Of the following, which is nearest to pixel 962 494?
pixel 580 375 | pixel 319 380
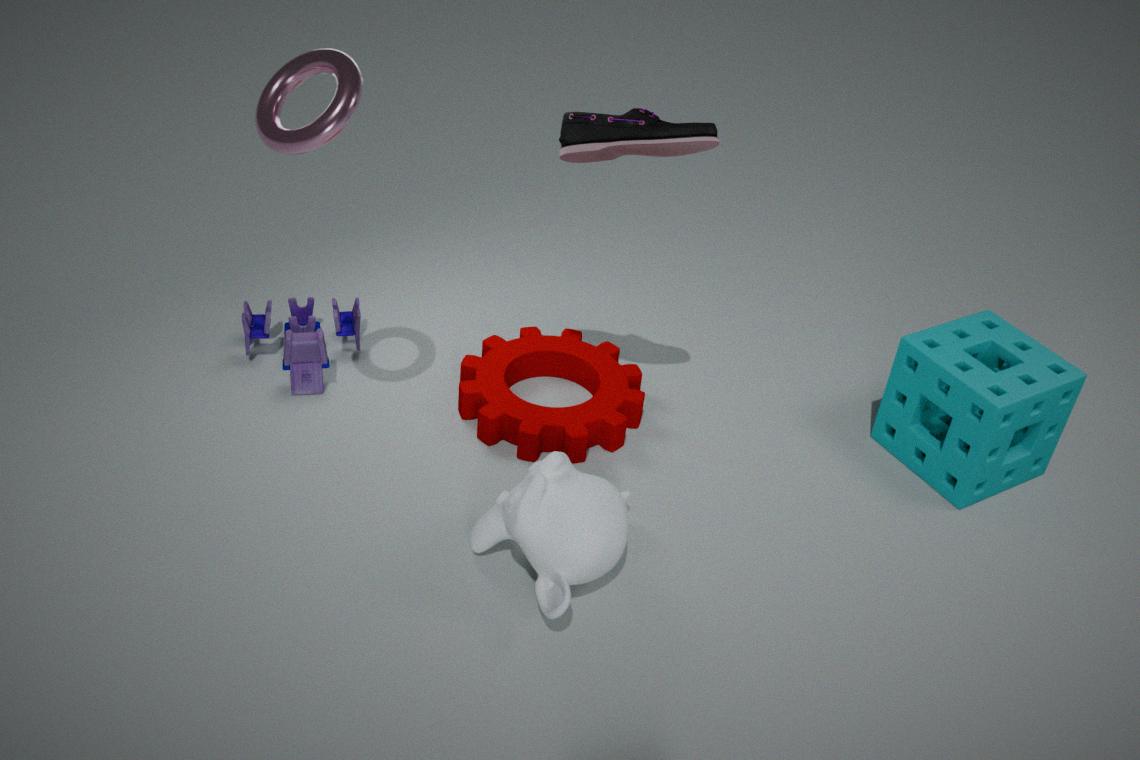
pixel 580 375
